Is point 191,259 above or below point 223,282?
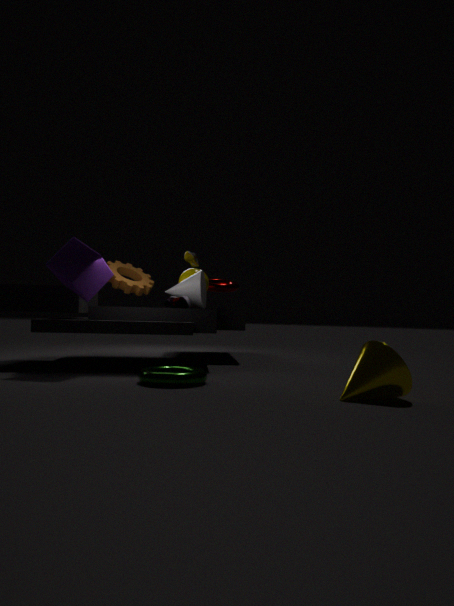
above
